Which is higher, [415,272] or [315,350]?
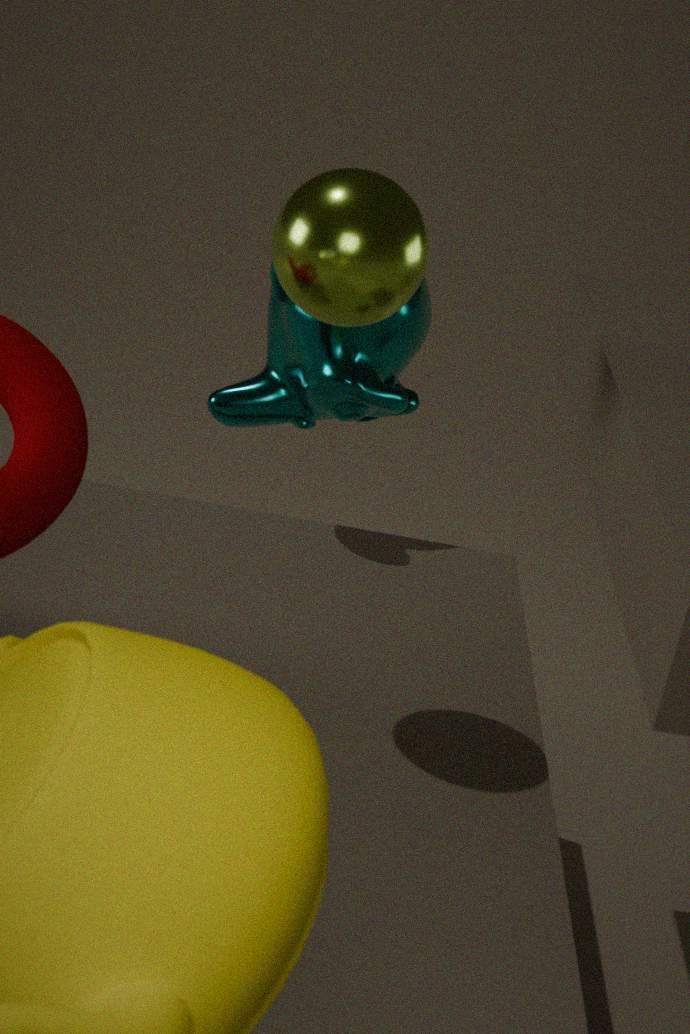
[415,272]
